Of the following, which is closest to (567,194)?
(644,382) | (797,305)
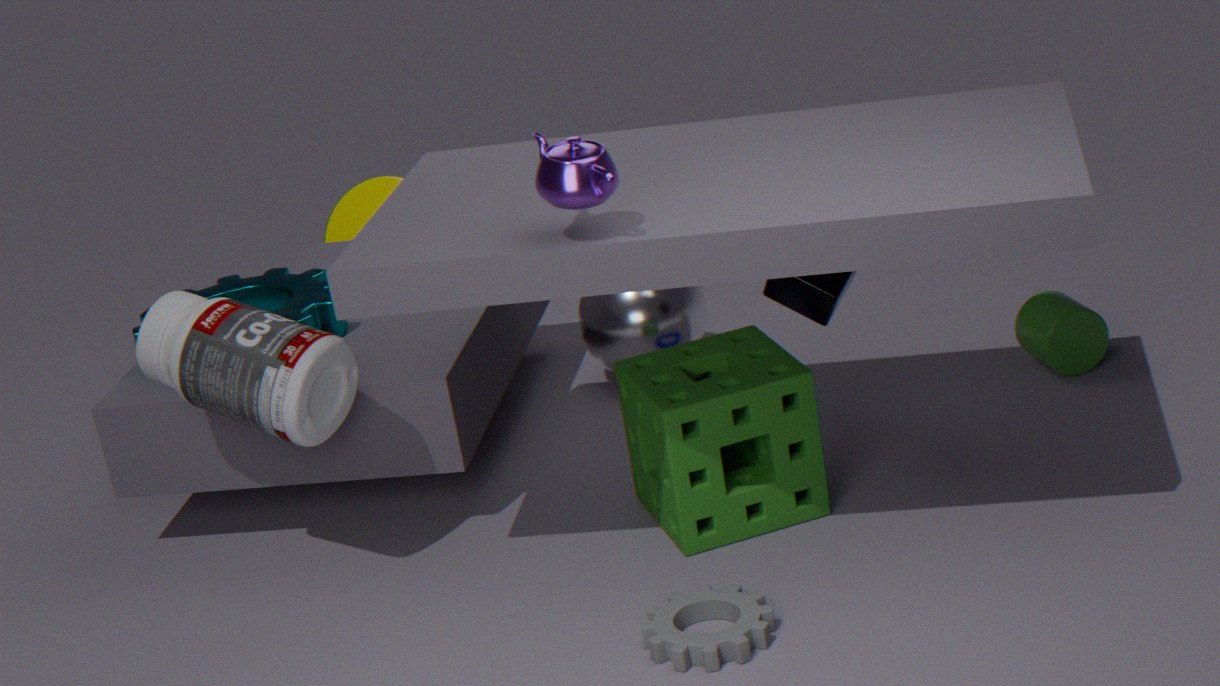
(644,382)
